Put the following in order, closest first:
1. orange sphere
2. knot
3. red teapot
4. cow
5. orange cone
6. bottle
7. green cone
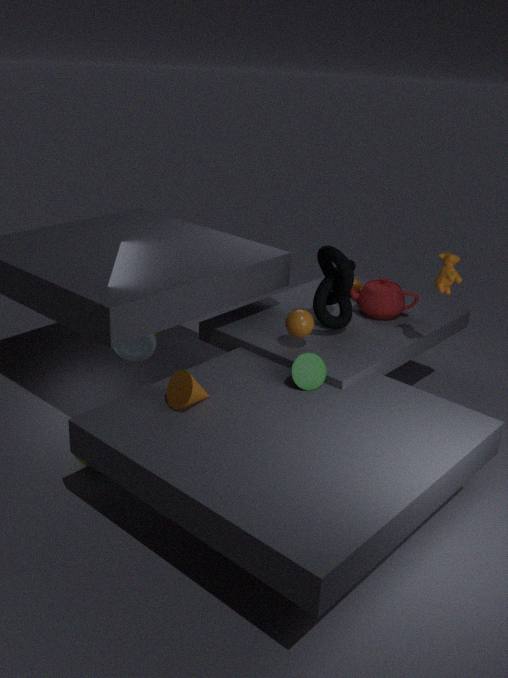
1. orange cone
2. green cone
3. cow
4. orange sphere
5. knot
6. bottle
7. red teapot
